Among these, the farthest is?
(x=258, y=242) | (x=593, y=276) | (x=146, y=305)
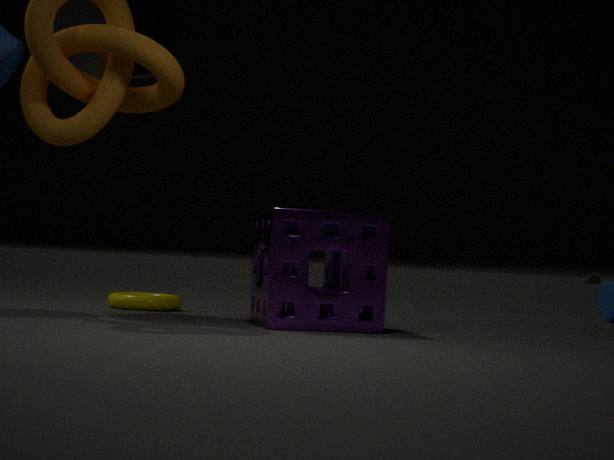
(x=593, y=276)
